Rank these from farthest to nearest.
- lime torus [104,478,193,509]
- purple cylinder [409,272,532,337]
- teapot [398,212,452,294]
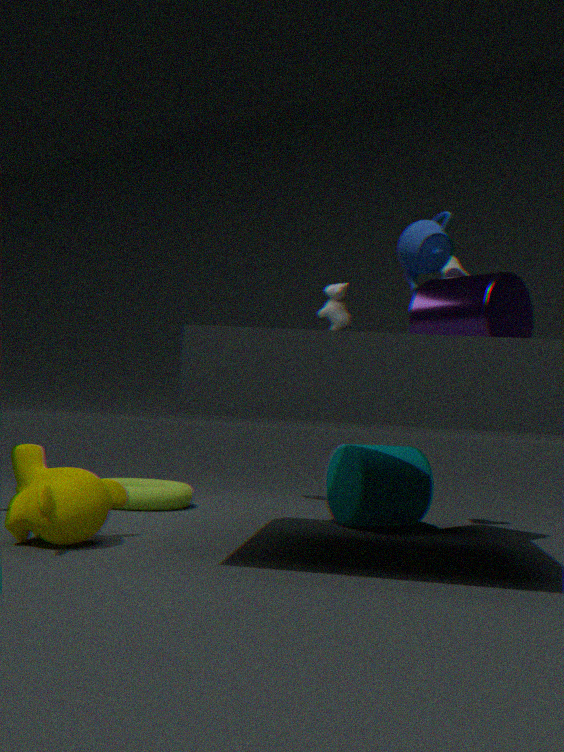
lime torus [104,478,193,509] → purple cylinder [409,272,532,337] → teapot [398,212,452,294]
